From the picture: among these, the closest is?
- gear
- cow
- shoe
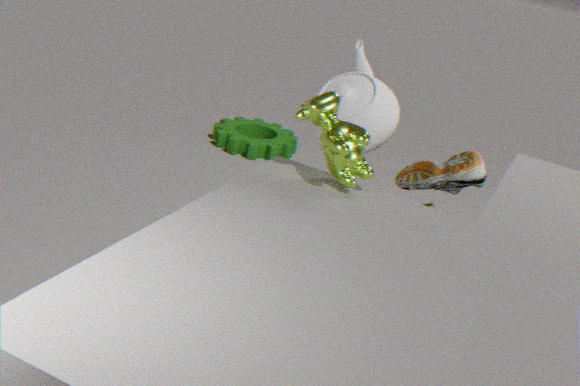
cow
